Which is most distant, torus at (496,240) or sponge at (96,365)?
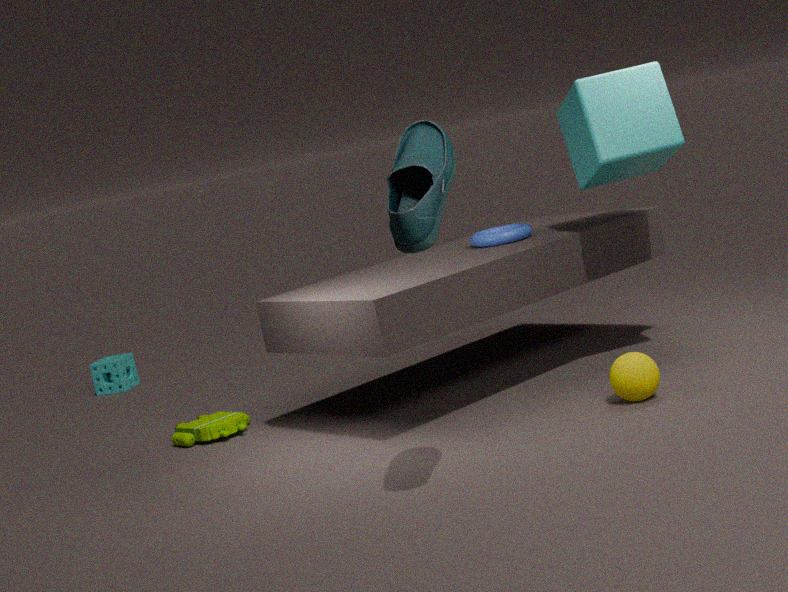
sponge at (96,365)
